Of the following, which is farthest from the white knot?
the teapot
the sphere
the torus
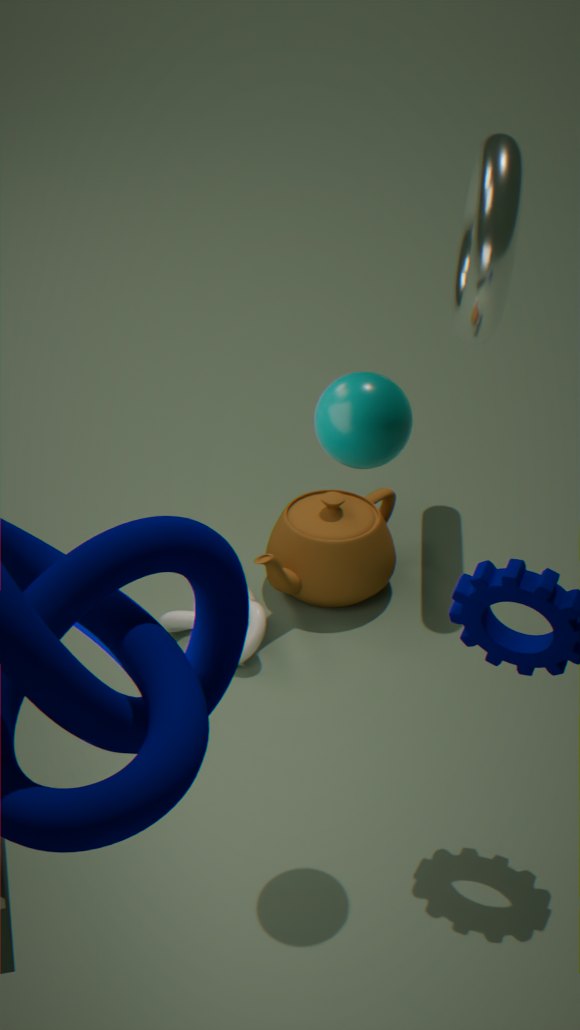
the torus
